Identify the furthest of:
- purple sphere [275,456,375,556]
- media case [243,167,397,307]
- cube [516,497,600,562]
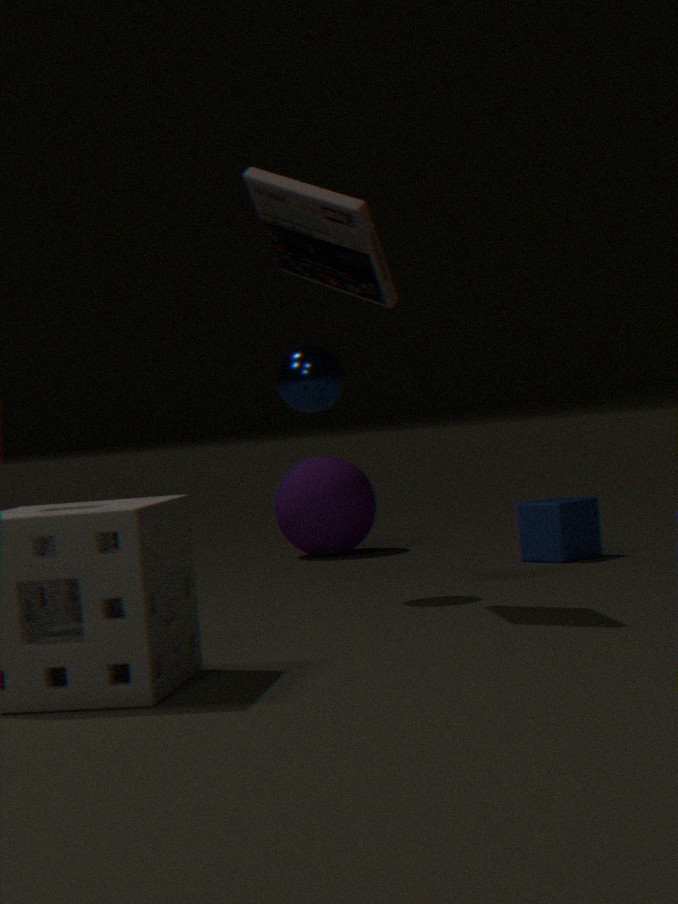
purple sphere [275,456,375,556]
